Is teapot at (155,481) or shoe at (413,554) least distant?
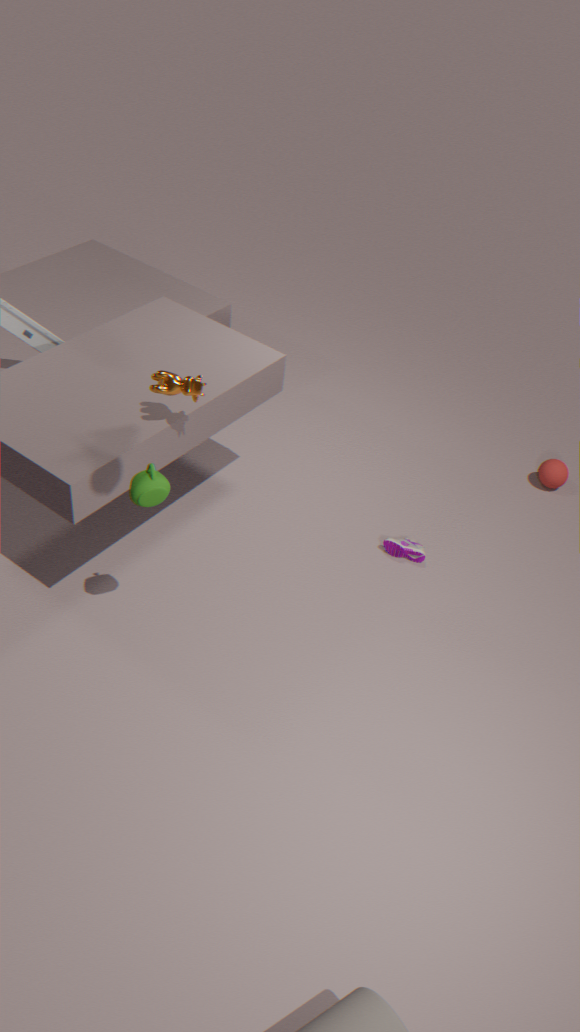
teapot at (155,481)
